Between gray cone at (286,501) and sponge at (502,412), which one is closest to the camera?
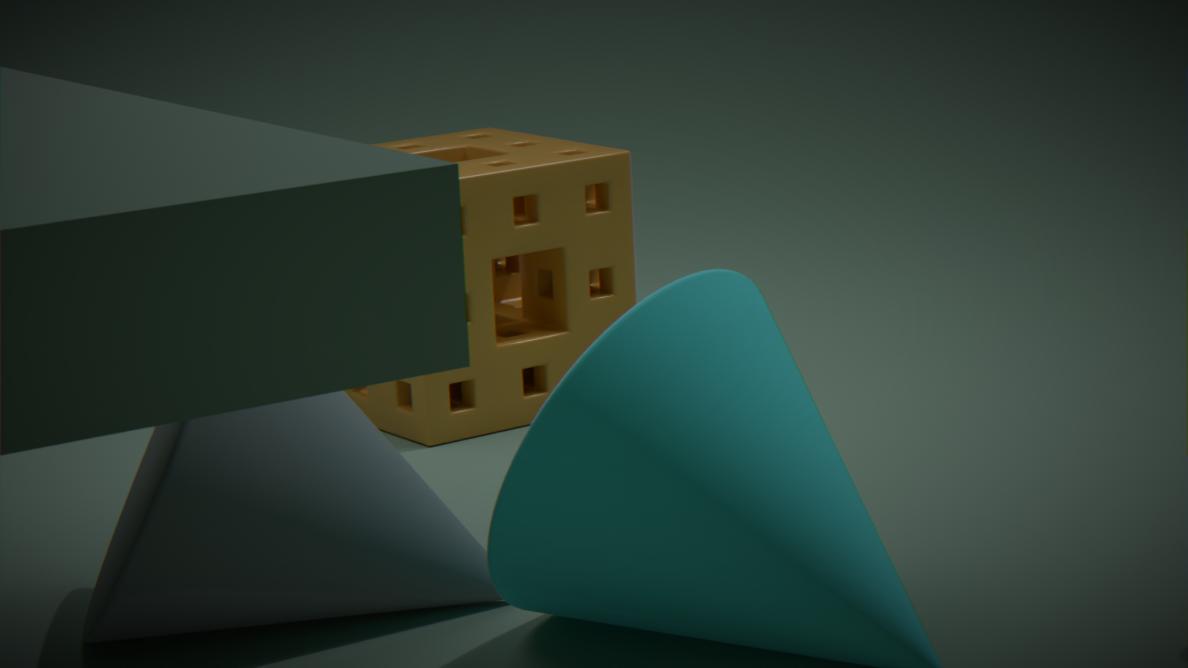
gray cone at (286,501)
